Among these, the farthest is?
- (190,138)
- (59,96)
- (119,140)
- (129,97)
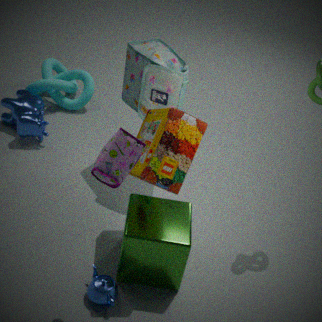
(59,96)
